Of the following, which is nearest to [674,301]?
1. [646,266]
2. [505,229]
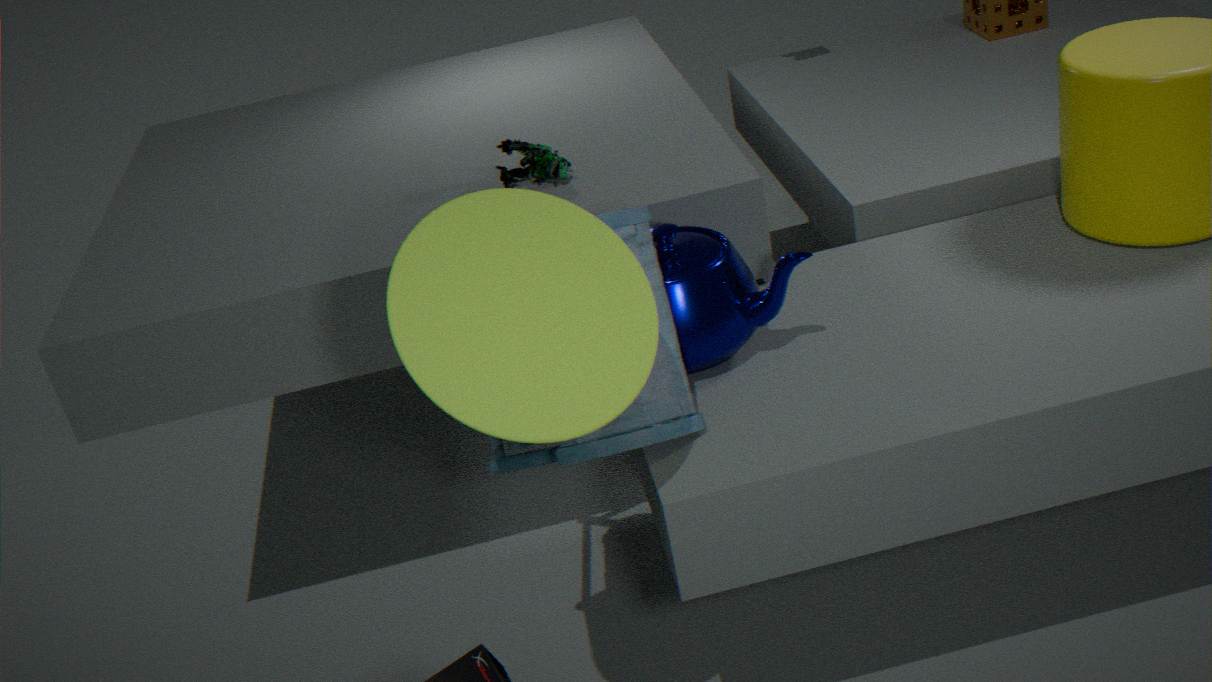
[646,266]
